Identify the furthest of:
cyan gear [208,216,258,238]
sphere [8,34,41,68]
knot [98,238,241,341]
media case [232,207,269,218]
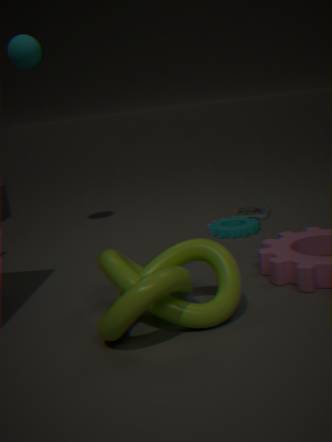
media case [232,207,269,218]
